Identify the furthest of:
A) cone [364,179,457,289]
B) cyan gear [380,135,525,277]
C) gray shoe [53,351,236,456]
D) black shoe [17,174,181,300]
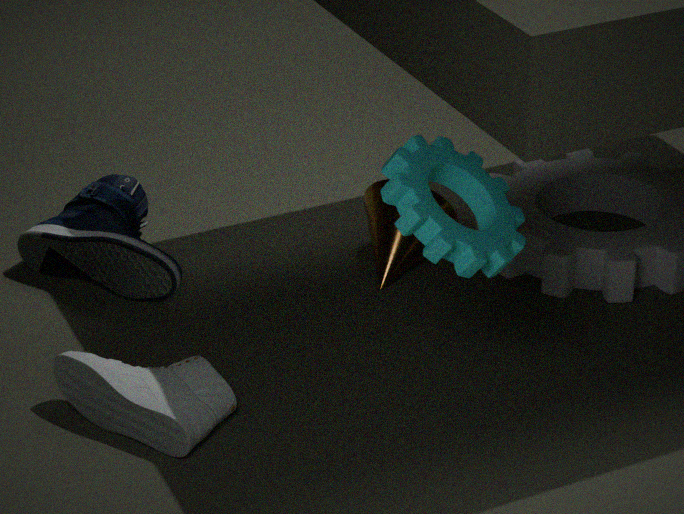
cone [364,179,457,289]
